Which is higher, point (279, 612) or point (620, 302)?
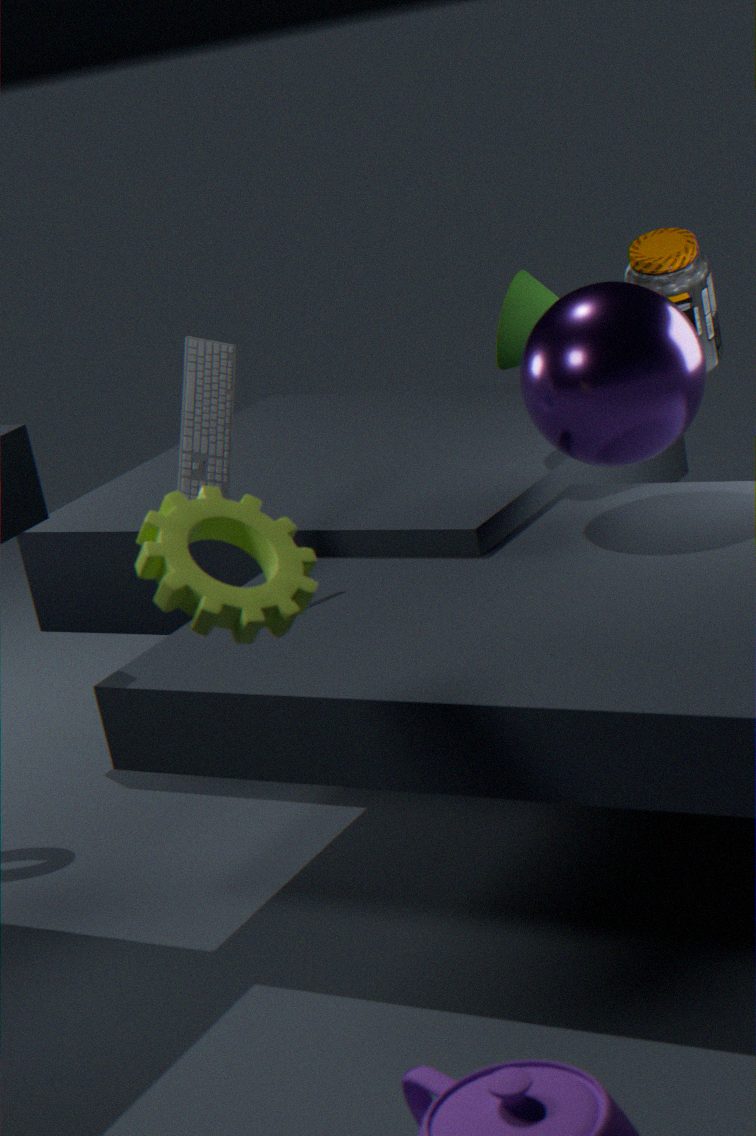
point (279, 612)
